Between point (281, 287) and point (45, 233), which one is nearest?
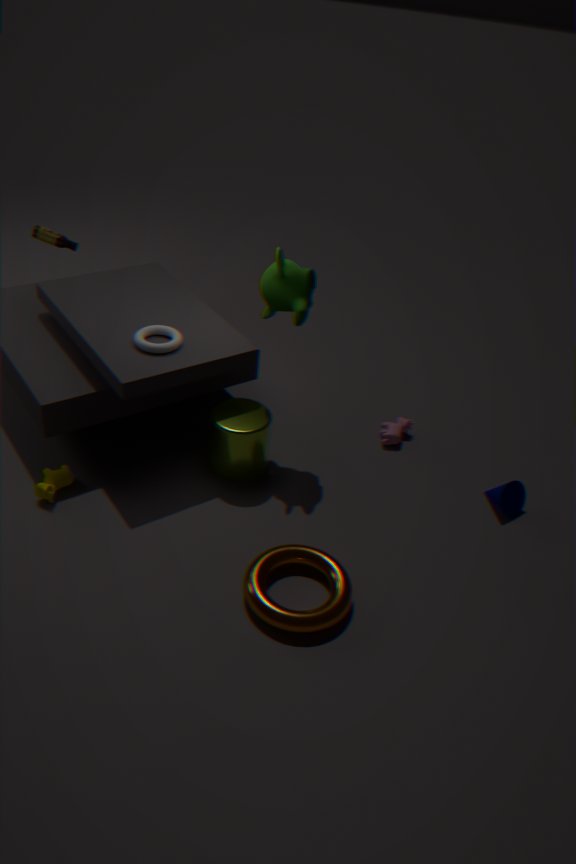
point (281, 287)
